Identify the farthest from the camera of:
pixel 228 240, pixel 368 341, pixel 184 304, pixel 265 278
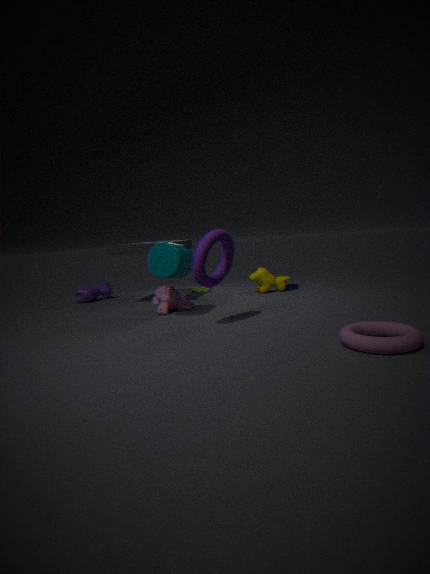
pixel 265 278
